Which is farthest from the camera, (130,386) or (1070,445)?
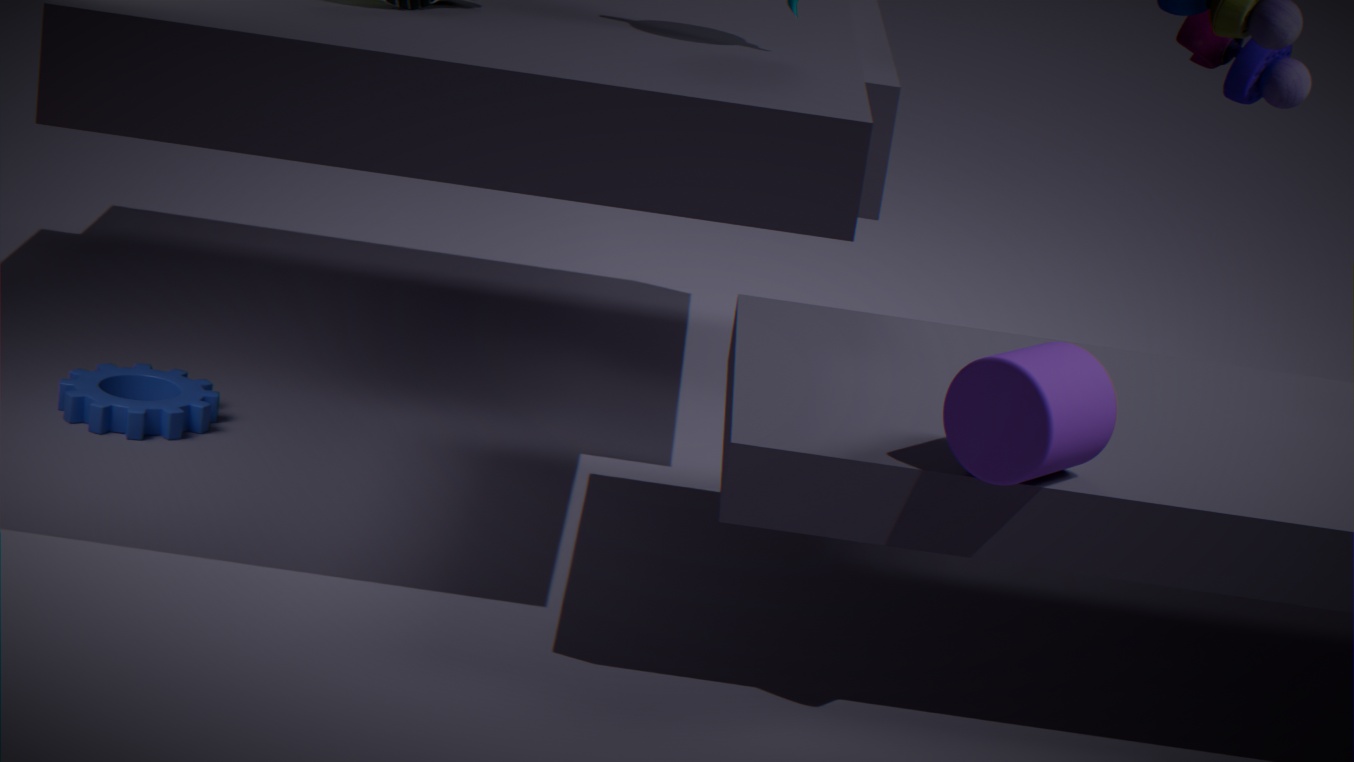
(130,386)
